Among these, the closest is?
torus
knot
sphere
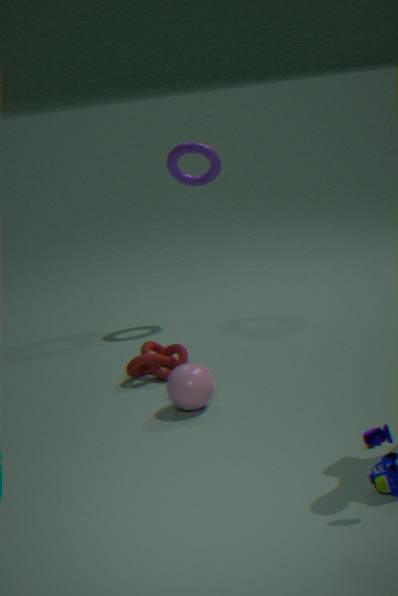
sphere
